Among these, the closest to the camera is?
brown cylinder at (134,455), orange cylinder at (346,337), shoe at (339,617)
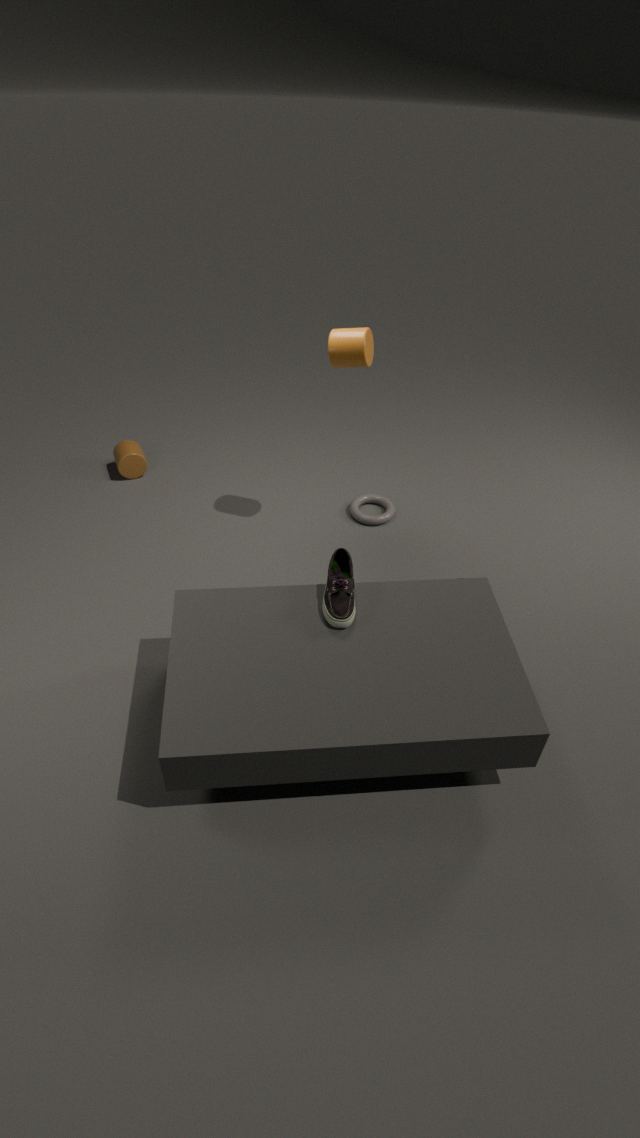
shoe at (339,617)
